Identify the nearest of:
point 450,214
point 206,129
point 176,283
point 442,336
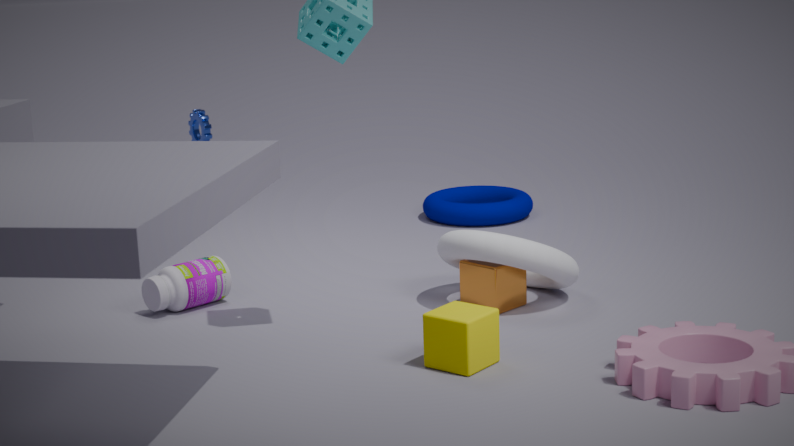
point 442,336
